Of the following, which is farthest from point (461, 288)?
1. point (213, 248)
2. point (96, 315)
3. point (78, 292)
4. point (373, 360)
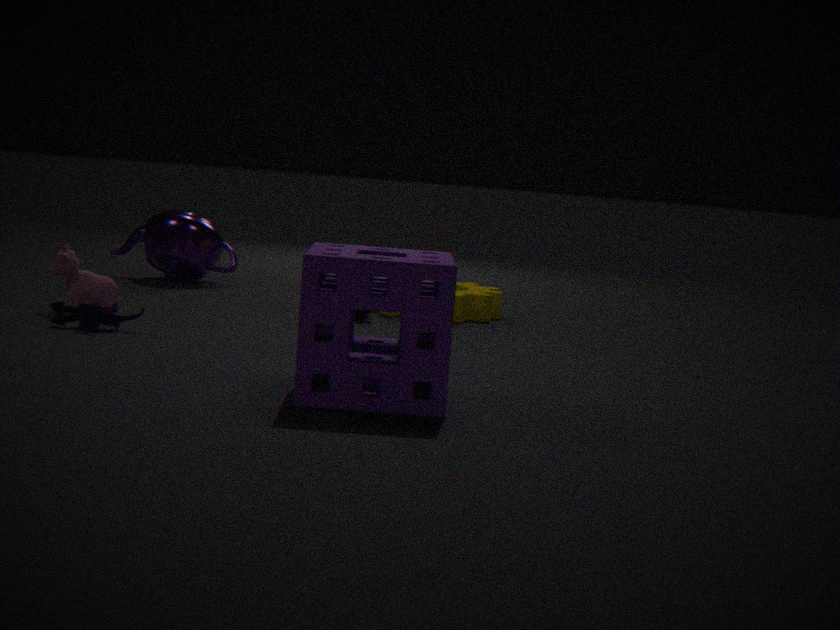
point (373, 360)
